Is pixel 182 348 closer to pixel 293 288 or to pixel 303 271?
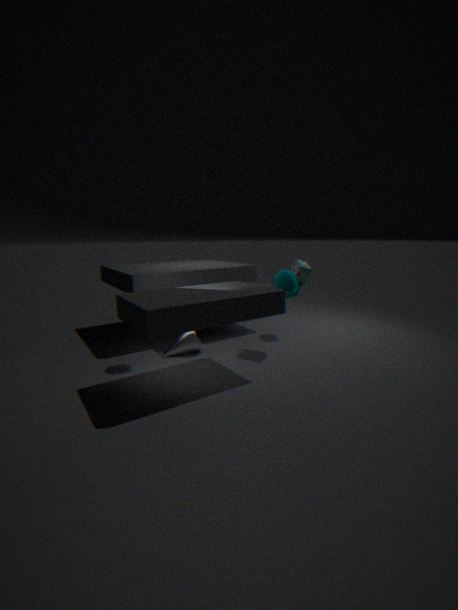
pixel 293 288
